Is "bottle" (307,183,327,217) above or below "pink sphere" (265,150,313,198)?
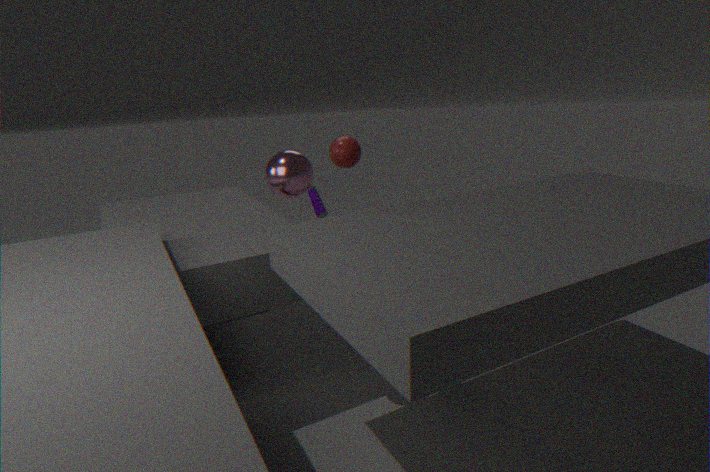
below
